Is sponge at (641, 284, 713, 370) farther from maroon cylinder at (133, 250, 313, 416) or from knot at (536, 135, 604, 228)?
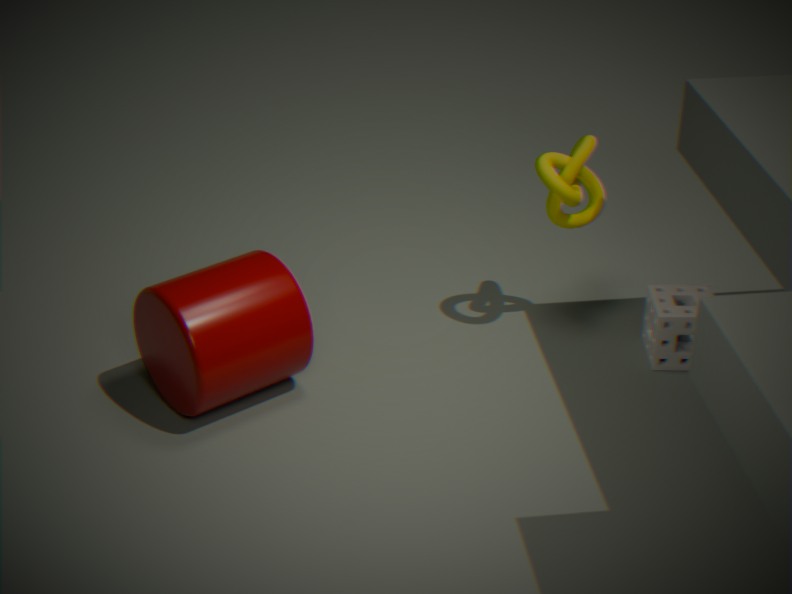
maroon cylinder at (133, 250, 313, 416)
